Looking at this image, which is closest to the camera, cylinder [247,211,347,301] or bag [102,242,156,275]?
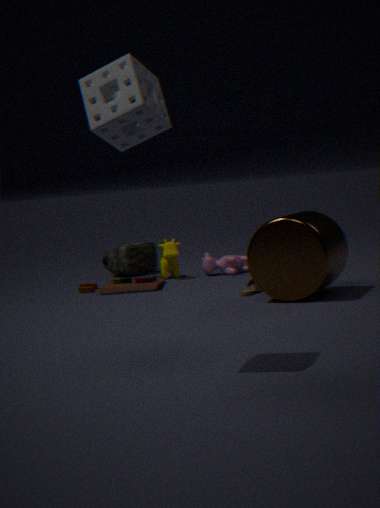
cylinder [247,211,347,301]
